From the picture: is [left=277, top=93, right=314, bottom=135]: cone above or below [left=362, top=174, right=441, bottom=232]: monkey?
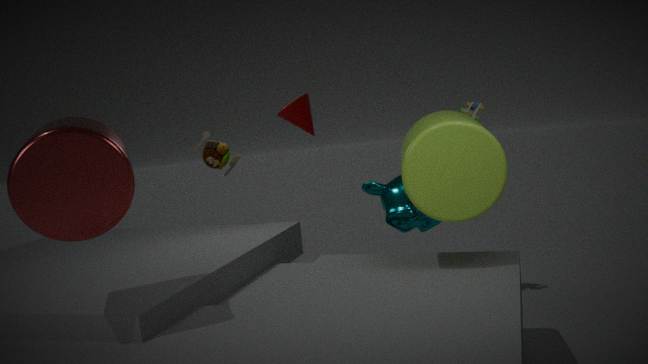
above
